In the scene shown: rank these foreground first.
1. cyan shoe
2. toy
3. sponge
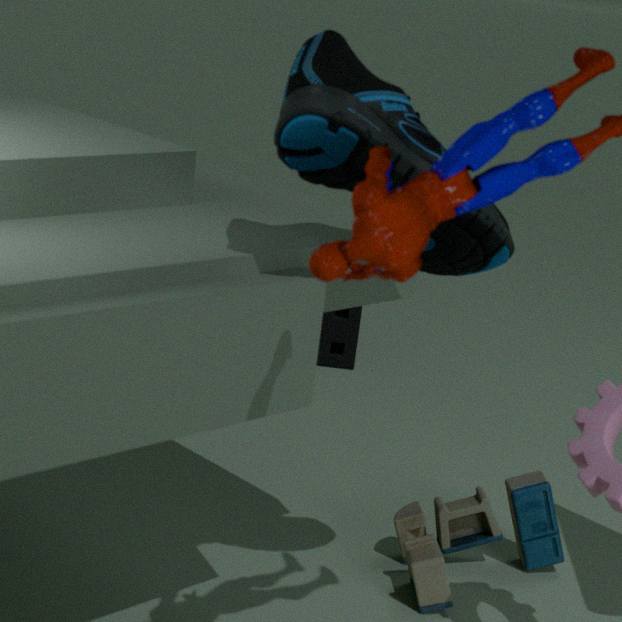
cyan shoe → toy → sponge
